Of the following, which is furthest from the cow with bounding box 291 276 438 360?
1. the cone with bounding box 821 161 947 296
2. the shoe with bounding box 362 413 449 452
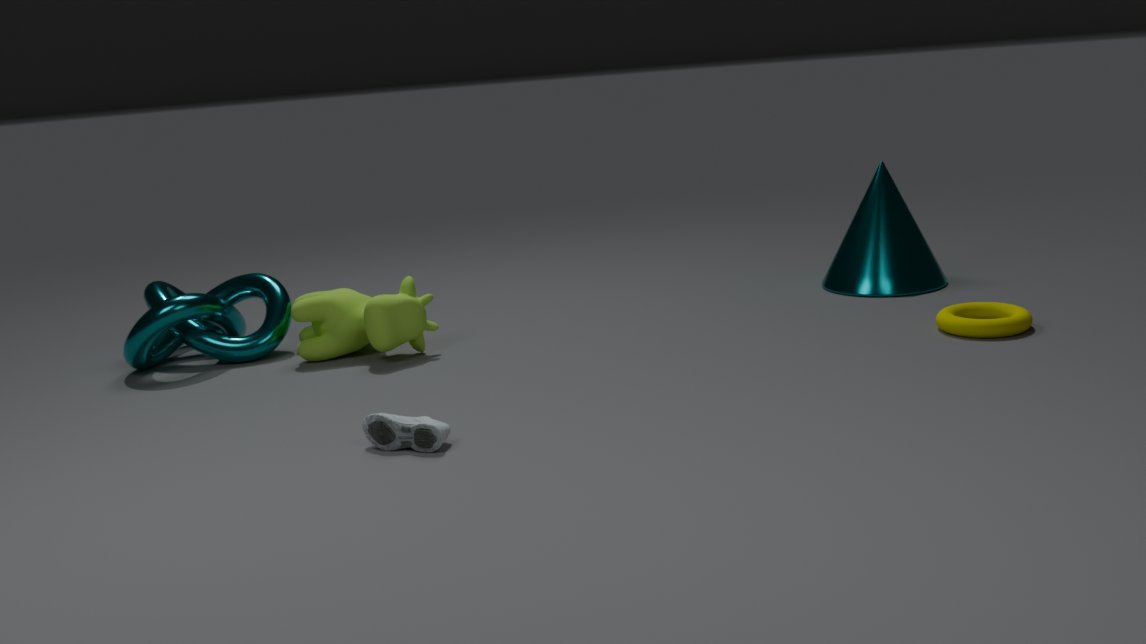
the cone with bounding box 821 161 947 296
